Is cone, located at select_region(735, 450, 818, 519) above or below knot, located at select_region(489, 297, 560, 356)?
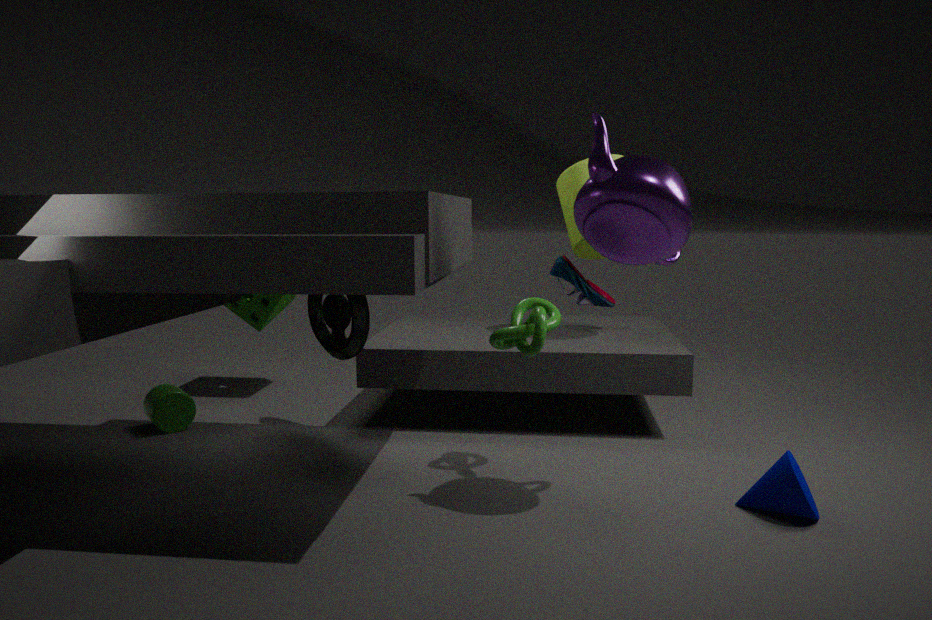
below
